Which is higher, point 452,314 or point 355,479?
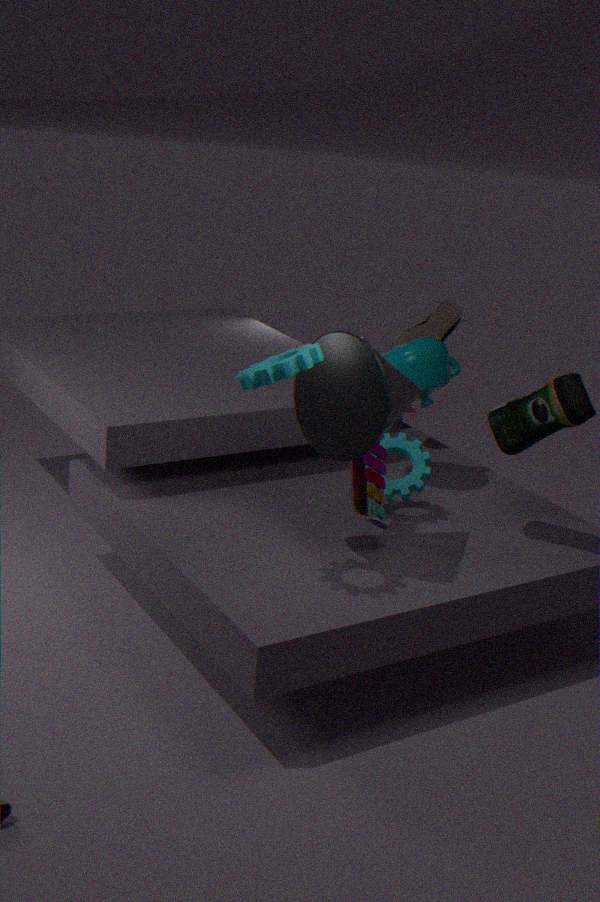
point 452,314
